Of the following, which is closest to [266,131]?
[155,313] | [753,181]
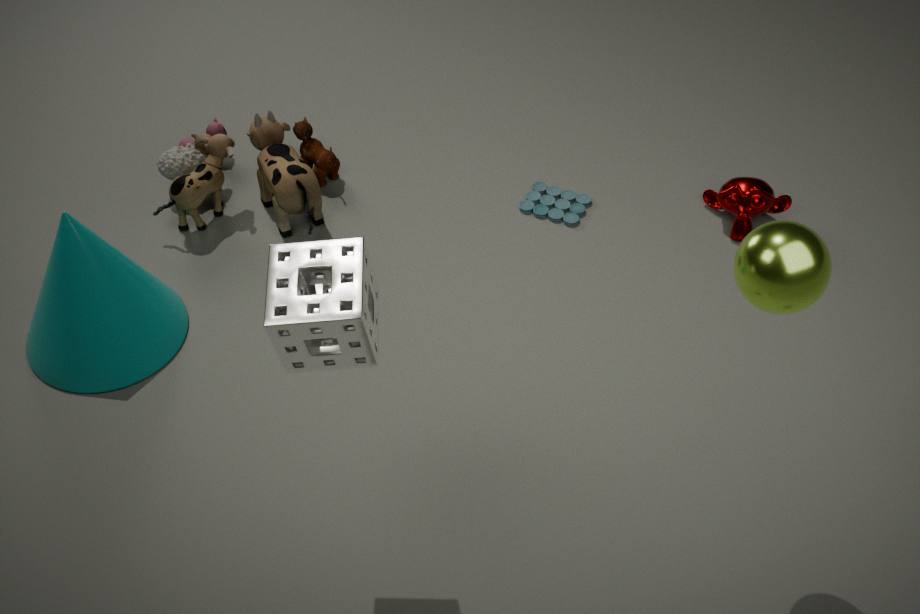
[155,313]
